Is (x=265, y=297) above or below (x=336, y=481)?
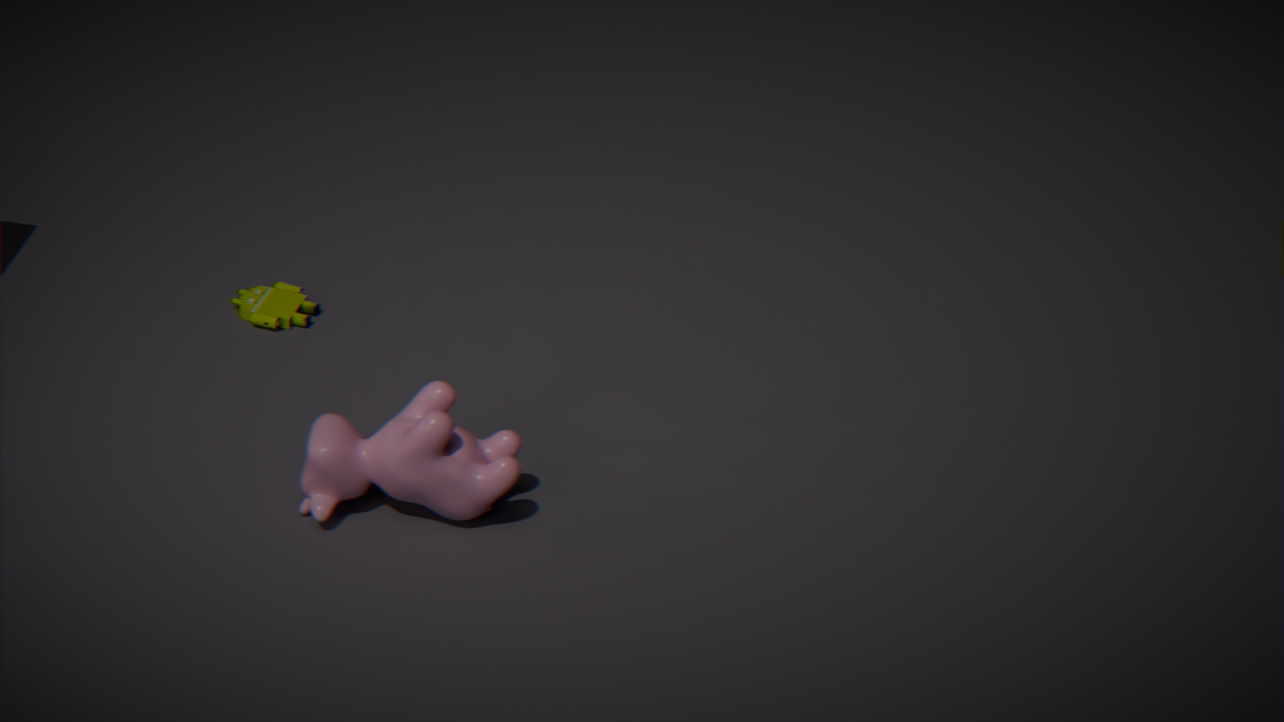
below
